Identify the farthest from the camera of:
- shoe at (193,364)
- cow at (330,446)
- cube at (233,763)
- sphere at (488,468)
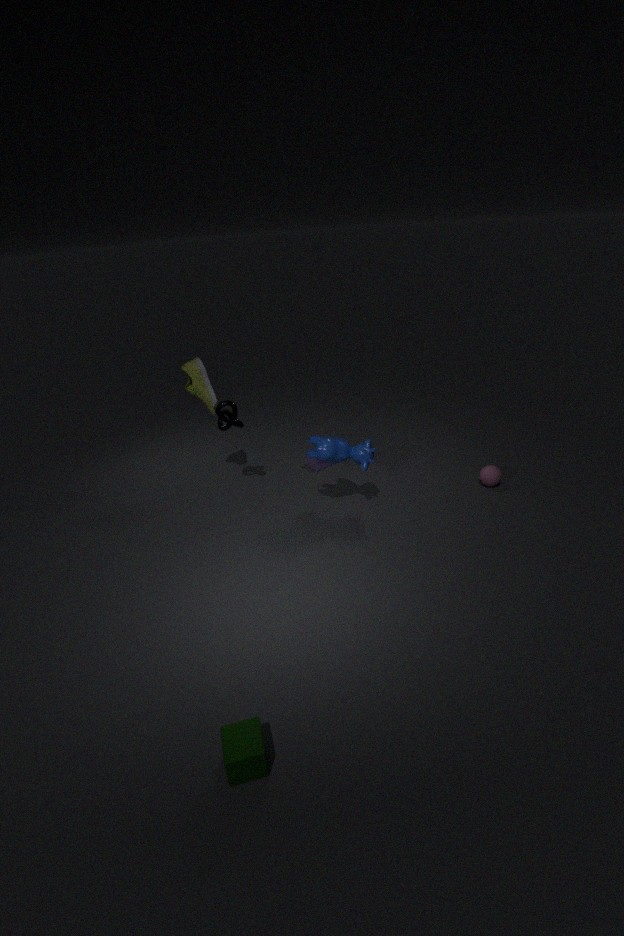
sphere at (488,468)
